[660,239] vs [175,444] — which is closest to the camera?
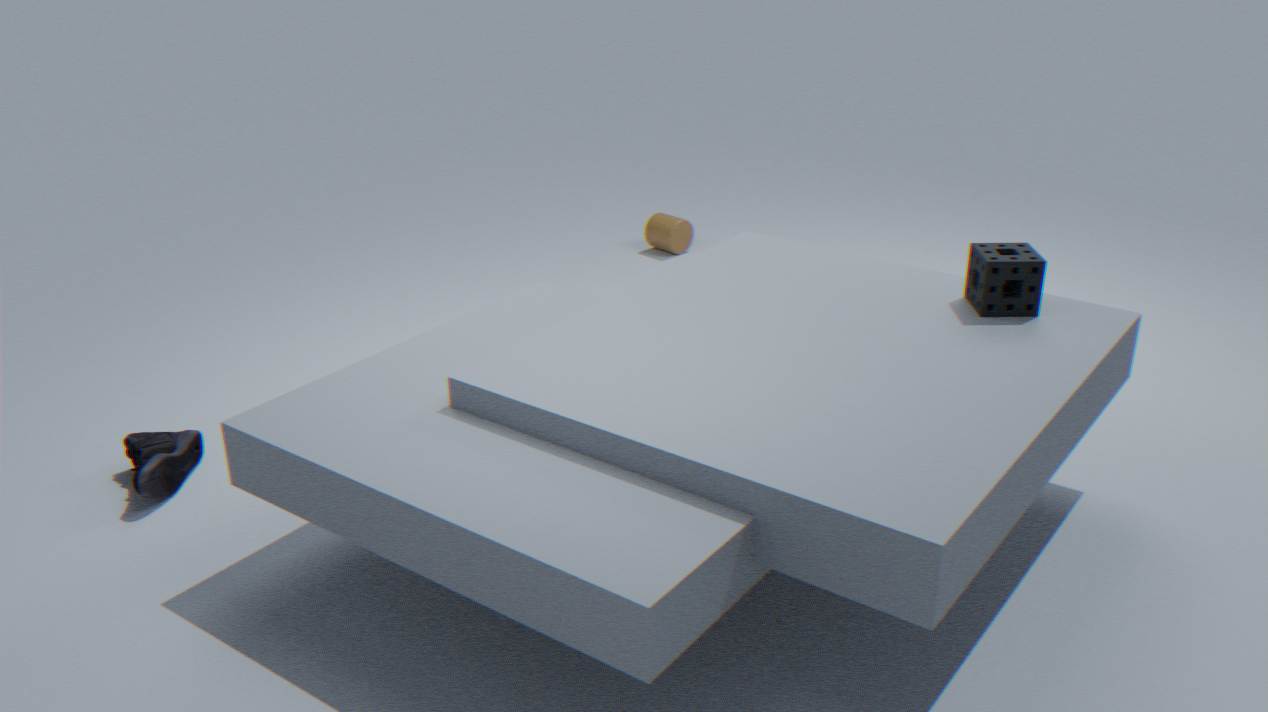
[175,444]
